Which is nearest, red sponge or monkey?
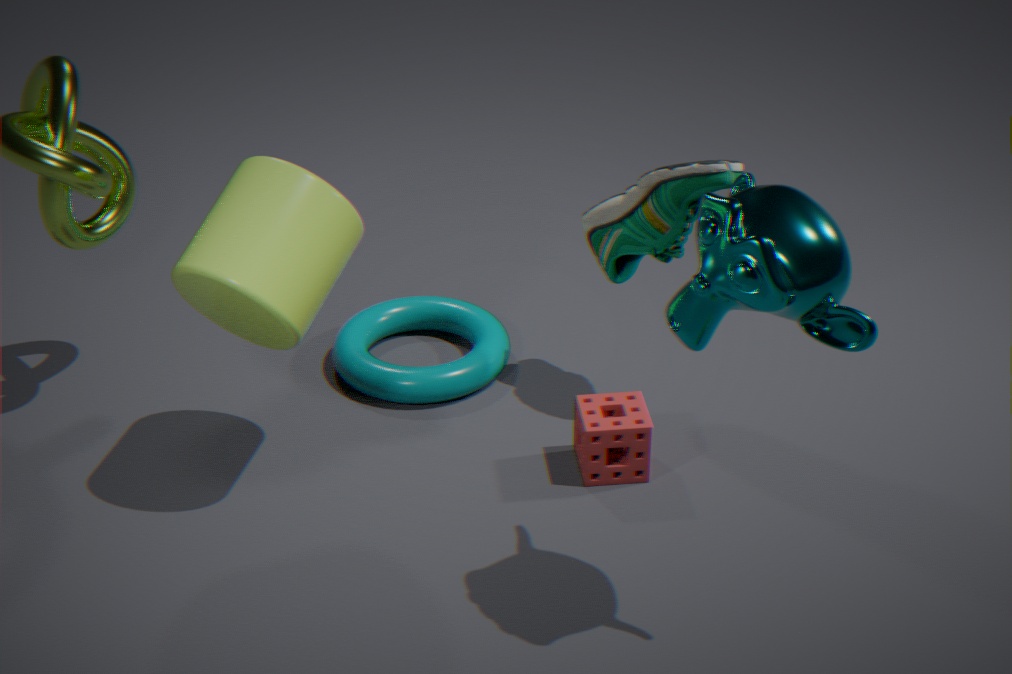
monkey
